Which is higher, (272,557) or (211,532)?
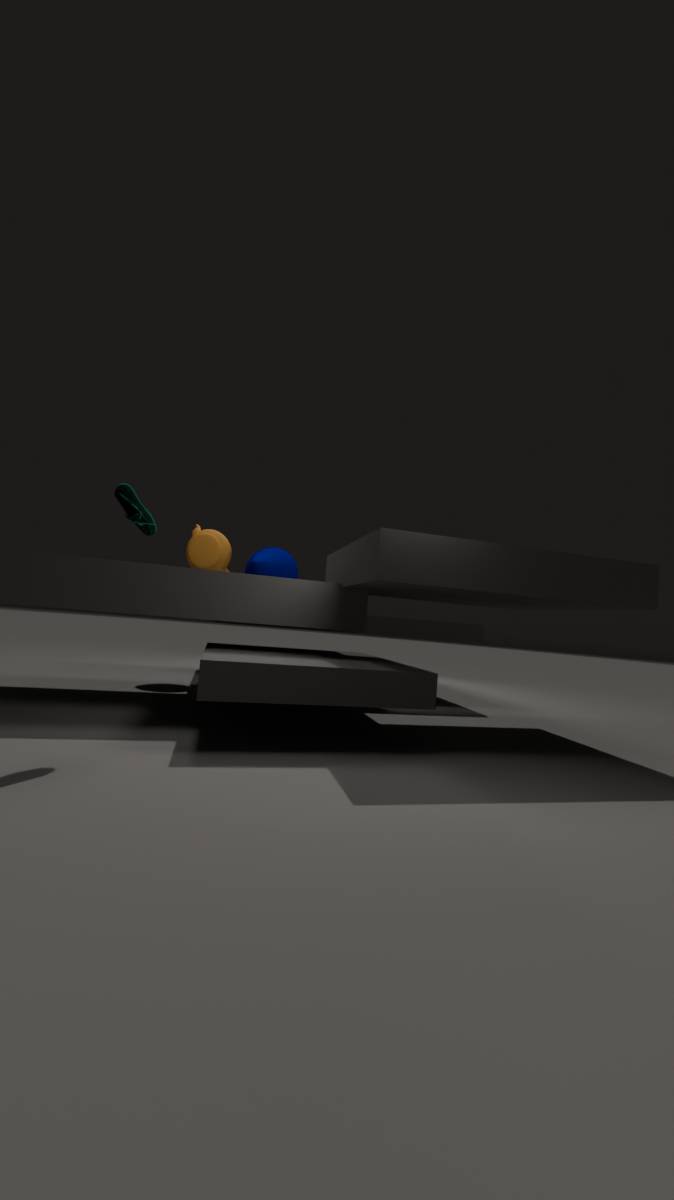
(211,532)
